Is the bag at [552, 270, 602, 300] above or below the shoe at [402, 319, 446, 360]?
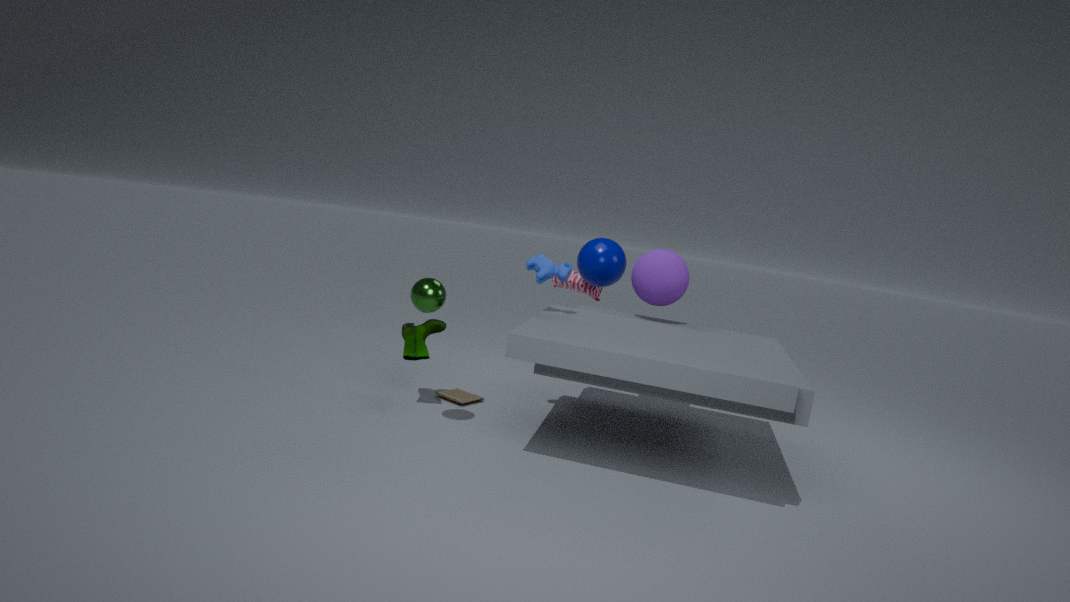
above
